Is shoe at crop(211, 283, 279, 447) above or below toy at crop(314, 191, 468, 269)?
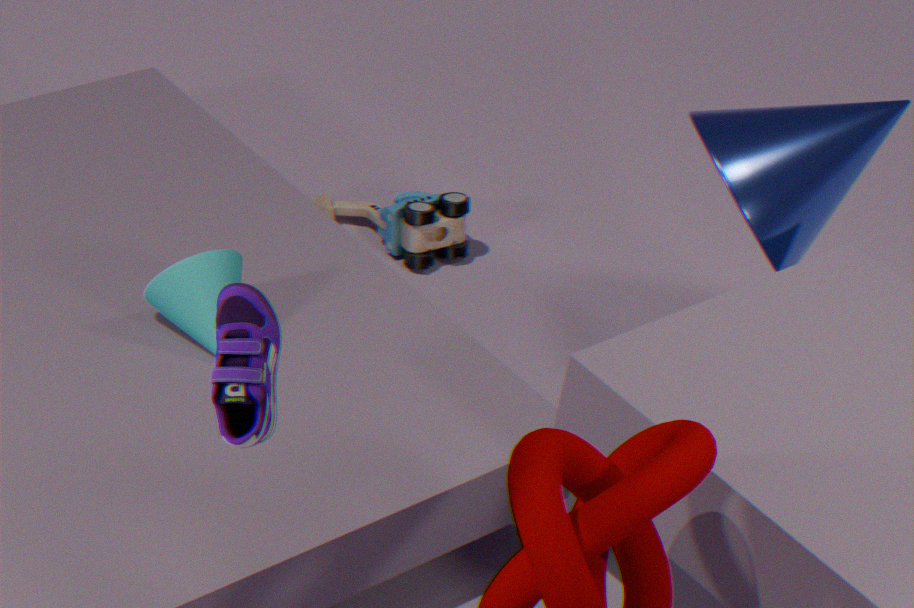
above
